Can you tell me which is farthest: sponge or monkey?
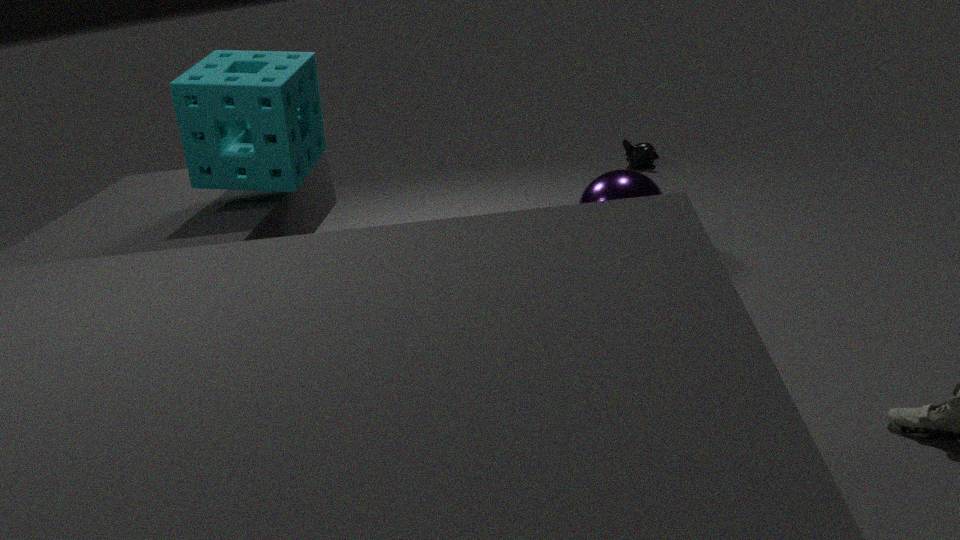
monkey
